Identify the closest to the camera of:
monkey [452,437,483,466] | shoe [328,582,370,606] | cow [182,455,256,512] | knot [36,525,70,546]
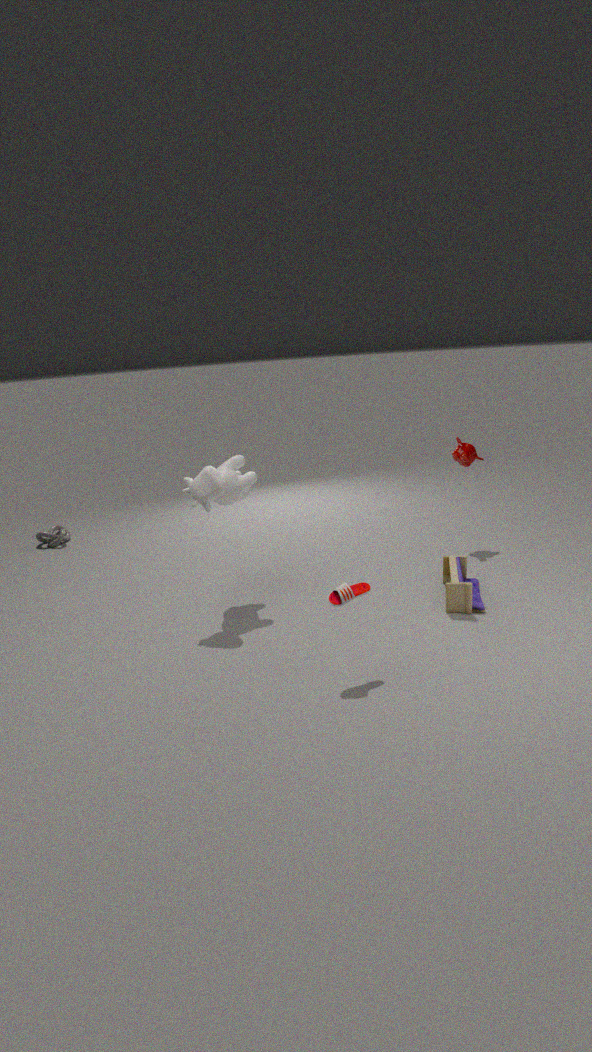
shoe [328,582,370,606]
